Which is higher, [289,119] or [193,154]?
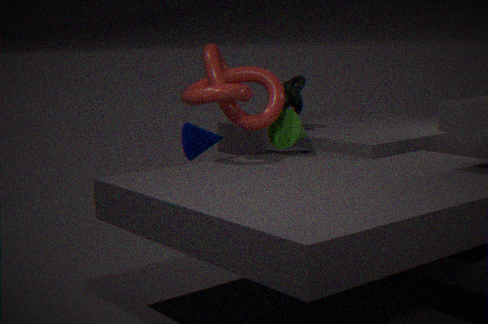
[289,119]
